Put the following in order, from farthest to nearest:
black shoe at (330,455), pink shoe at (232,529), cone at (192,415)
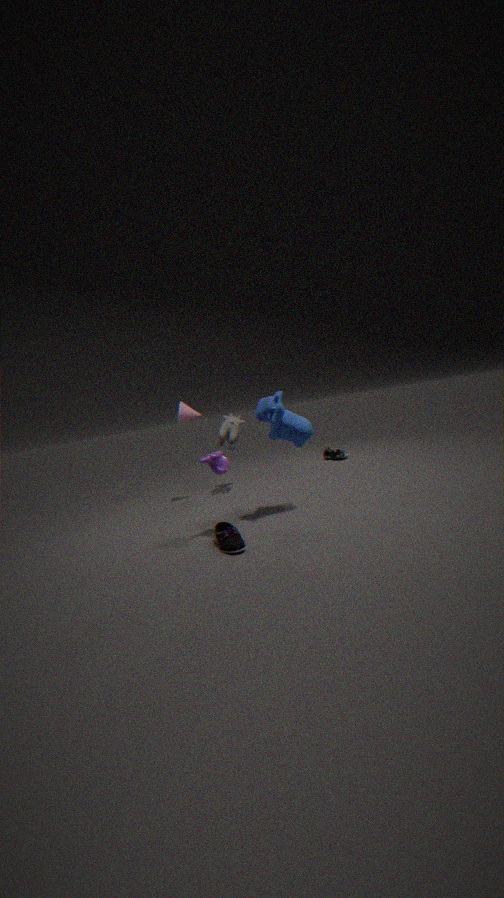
black shoe at (330,455) < cone at (192,415) < pink shoe at (232,529)
